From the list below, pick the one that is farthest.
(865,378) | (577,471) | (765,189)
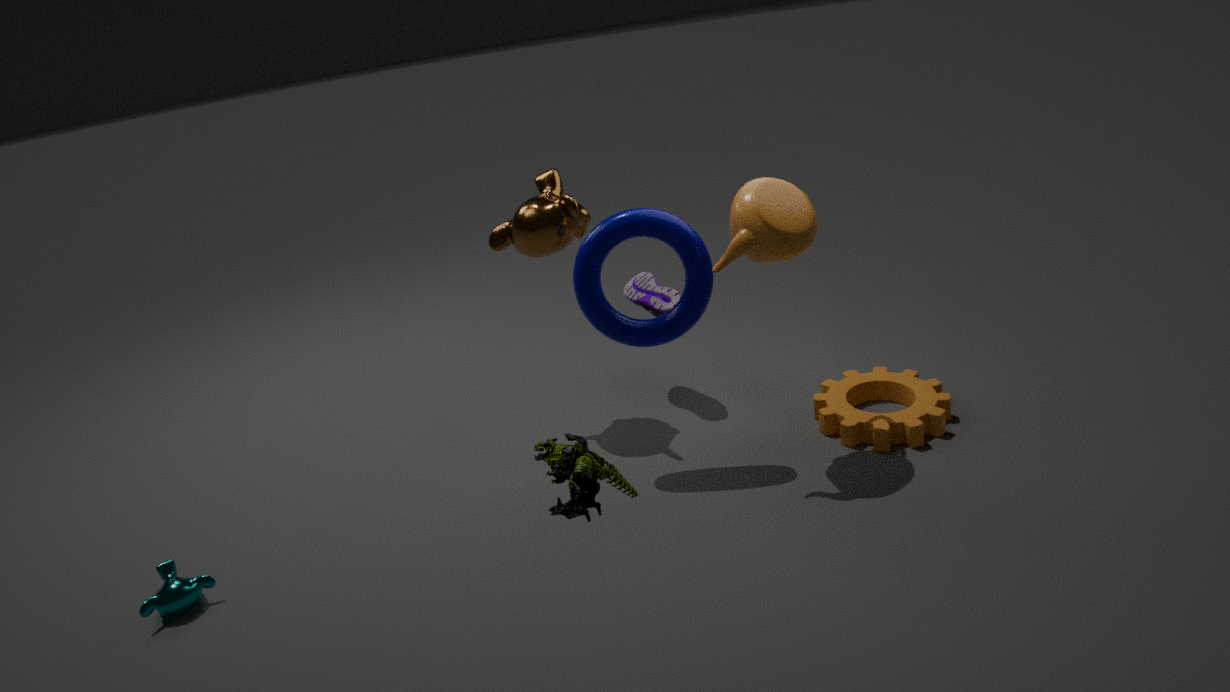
(865,378)
